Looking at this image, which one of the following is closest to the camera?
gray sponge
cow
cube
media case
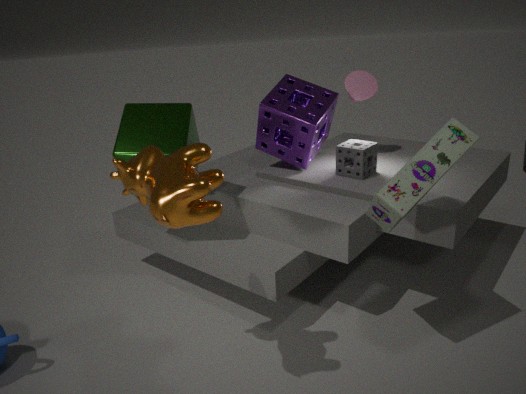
cow
